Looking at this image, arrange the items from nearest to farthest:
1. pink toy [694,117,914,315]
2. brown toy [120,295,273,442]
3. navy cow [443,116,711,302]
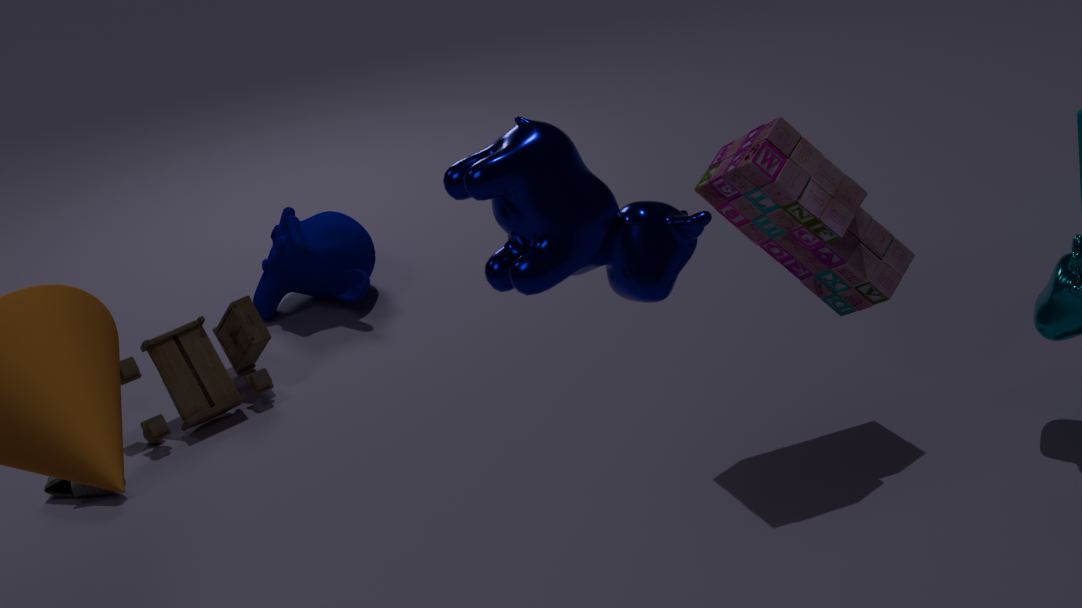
navy cow [443,116,711,302], pink toy [694,117,914,315], brown toy [120,295,273,442]
